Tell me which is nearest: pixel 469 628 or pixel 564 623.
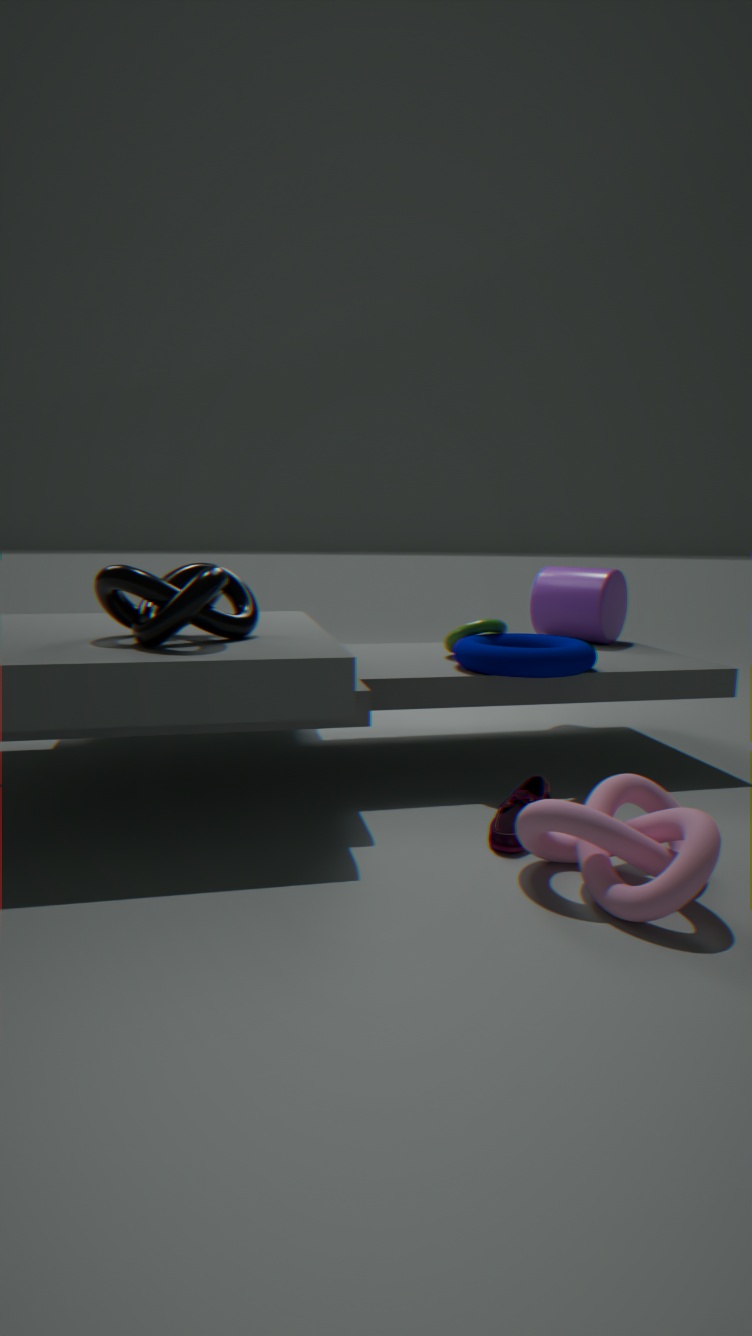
pixel 469 628
